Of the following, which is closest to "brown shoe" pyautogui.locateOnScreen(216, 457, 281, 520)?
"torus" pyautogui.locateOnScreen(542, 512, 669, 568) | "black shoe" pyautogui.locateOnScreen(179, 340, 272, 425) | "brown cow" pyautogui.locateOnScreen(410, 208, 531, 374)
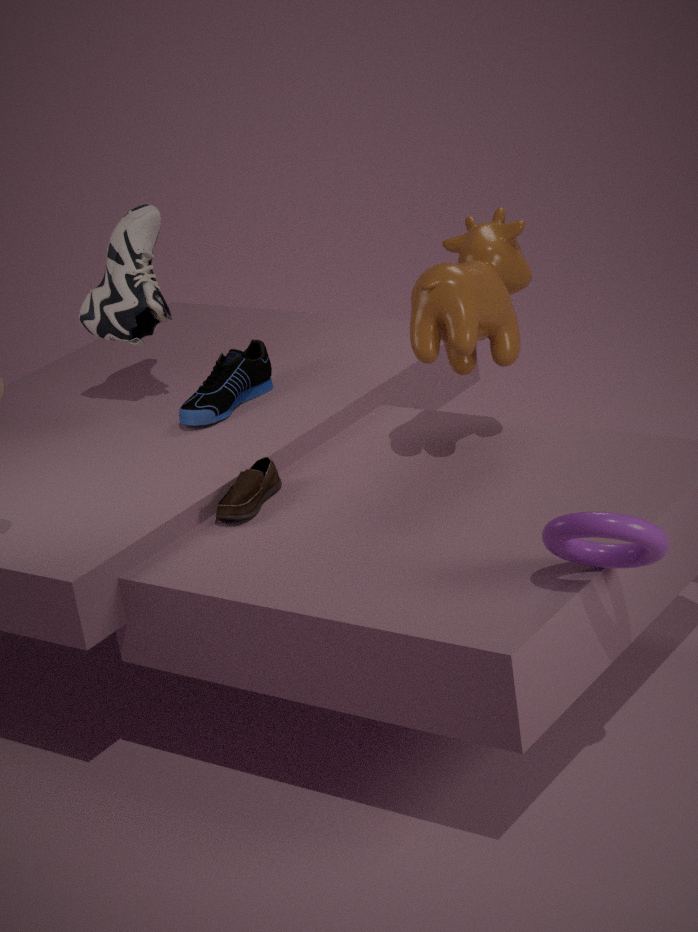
"black shoe" pyautogui.locateOnScreen(179, 340, 272, 425)
